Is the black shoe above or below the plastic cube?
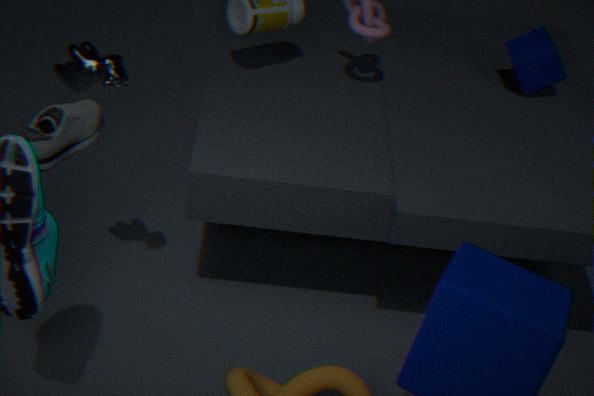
below
